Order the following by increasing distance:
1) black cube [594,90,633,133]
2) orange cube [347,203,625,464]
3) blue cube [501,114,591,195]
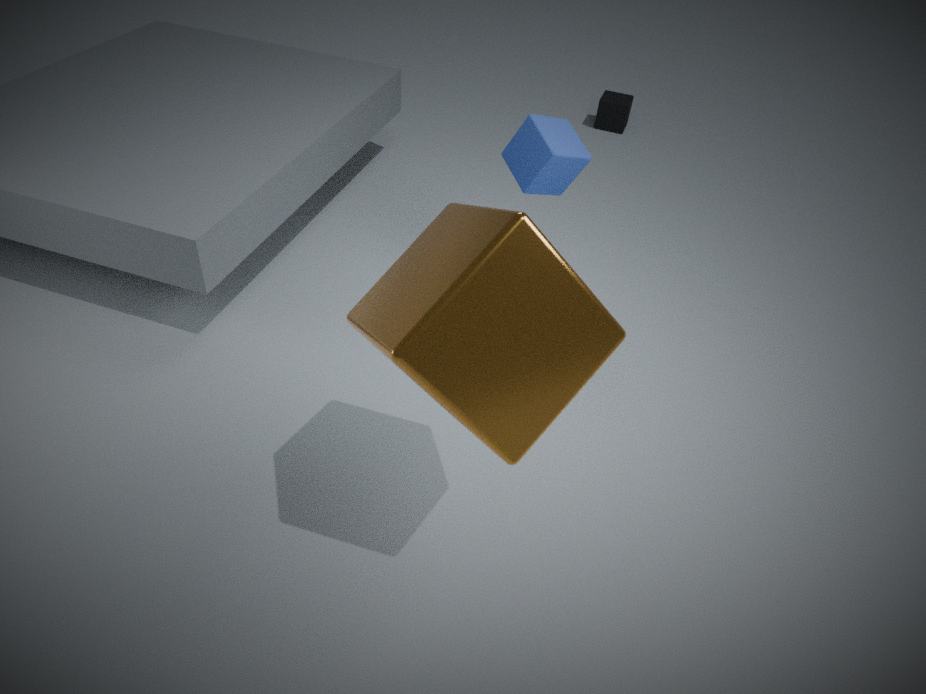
Answer: 2. orange cube [347,203,625,464] → 3. blue cube [501,114,591,195] → 1. black cube [594,90,633,133]
